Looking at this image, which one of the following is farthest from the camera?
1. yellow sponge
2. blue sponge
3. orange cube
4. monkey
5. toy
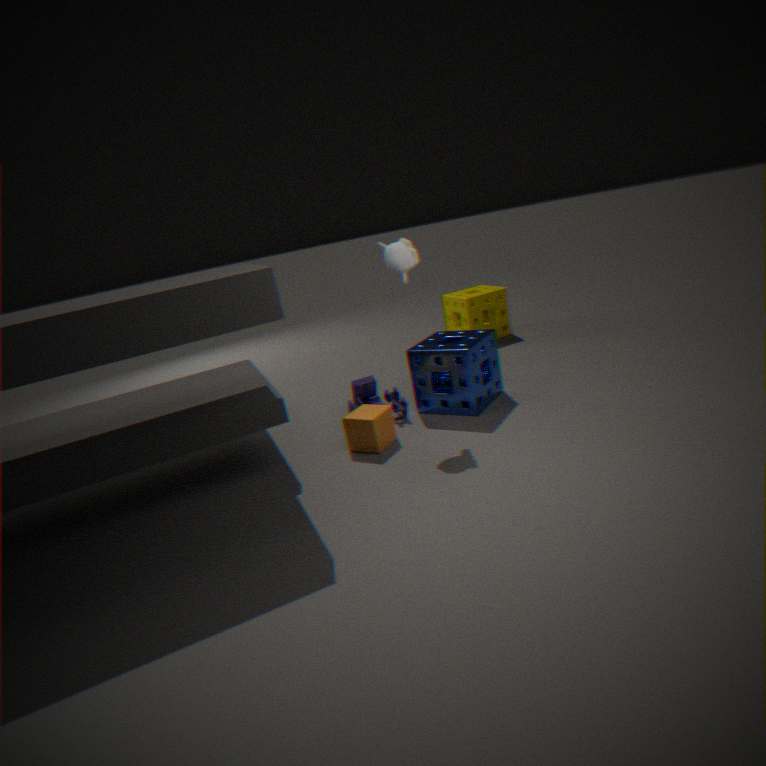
yellow sponge
